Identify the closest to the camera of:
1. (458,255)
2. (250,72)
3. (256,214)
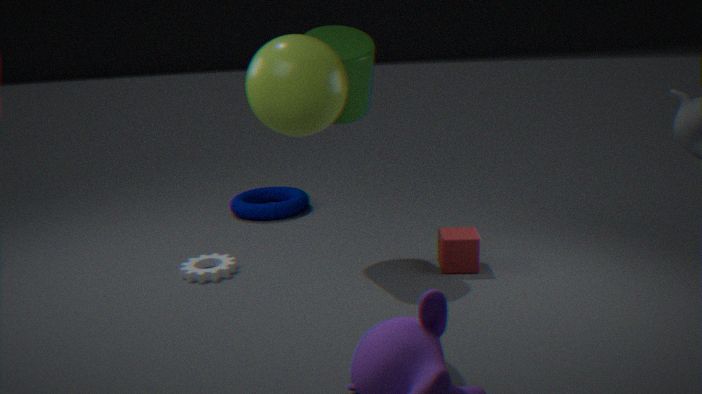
(250,72)
